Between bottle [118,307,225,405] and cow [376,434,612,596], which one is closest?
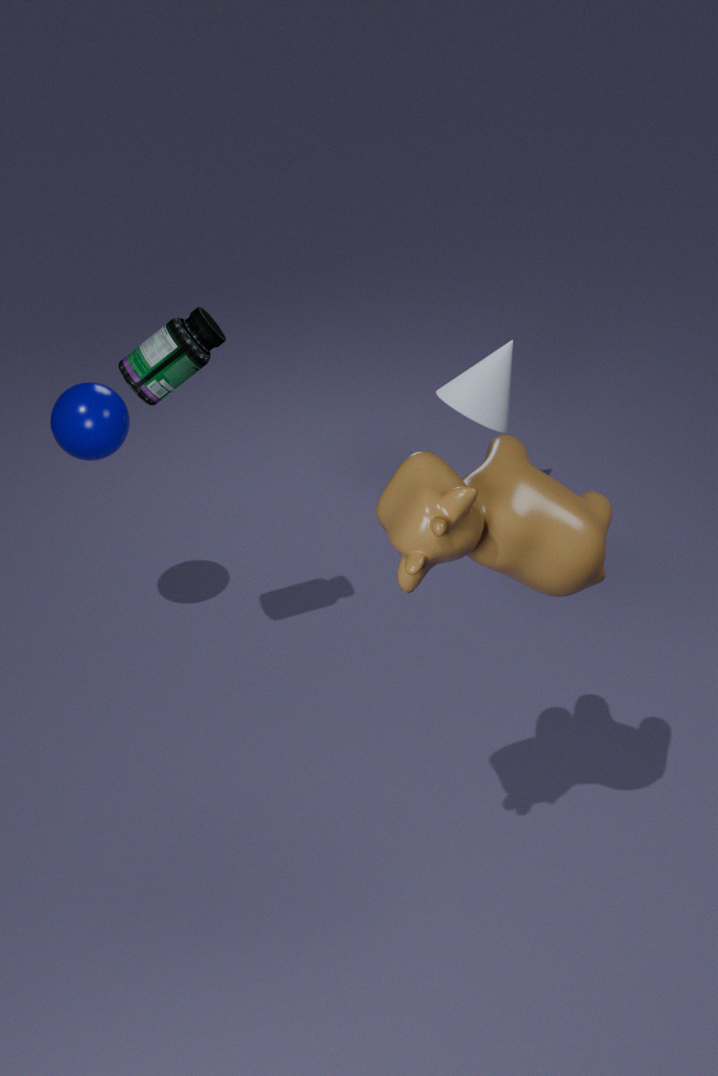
cow [376,434,612,596]
